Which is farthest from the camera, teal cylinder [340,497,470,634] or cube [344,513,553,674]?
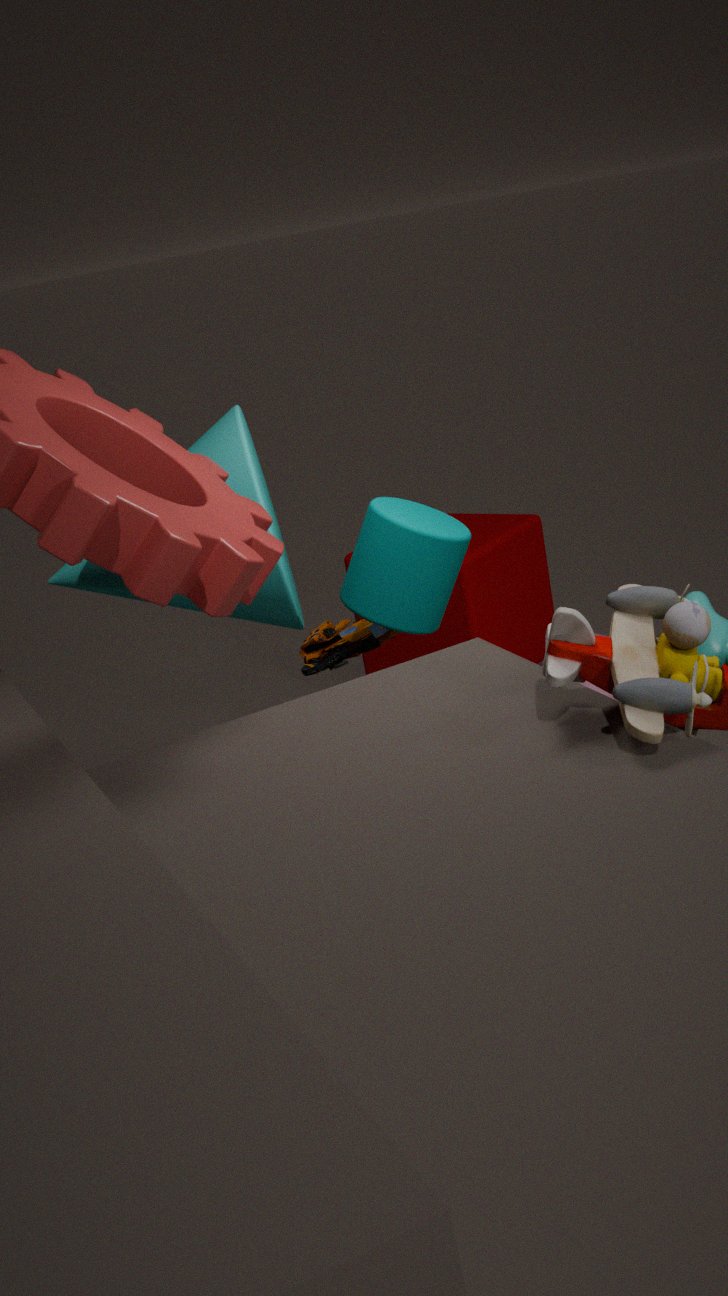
cube [344,513,553,674]
